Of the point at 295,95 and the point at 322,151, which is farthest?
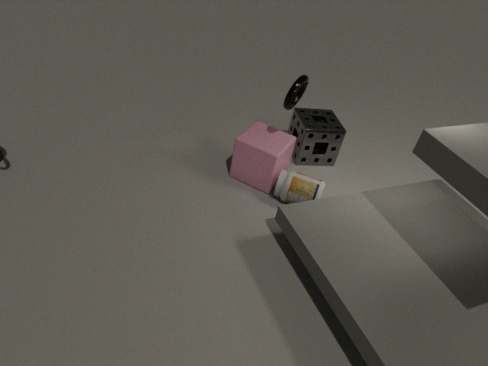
the point at 322,151
